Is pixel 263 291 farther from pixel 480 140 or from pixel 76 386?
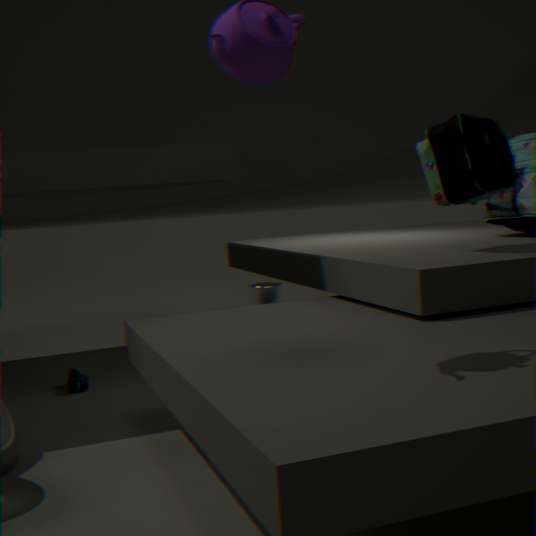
pixel 480 140
